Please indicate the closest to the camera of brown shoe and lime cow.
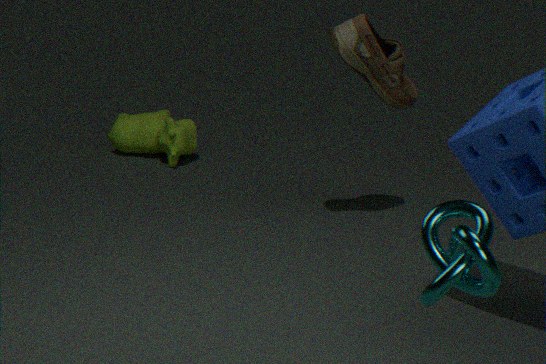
brown shoe
